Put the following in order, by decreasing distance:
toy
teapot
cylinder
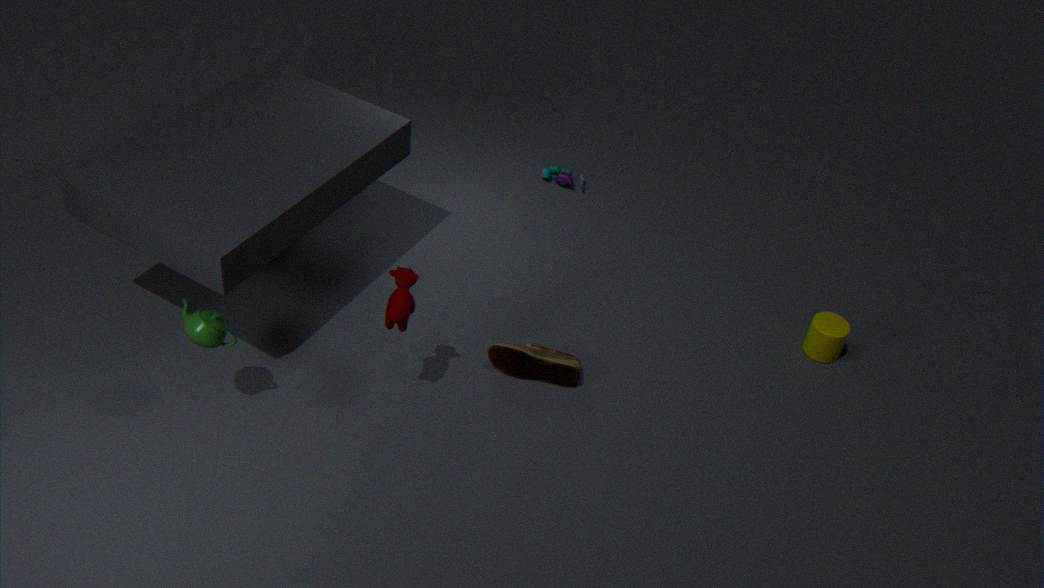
toy → cylinder → teapot
